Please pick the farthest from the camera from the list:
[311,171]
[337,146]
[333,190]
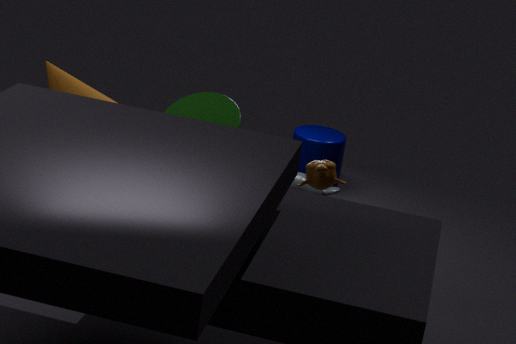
[337,146]
